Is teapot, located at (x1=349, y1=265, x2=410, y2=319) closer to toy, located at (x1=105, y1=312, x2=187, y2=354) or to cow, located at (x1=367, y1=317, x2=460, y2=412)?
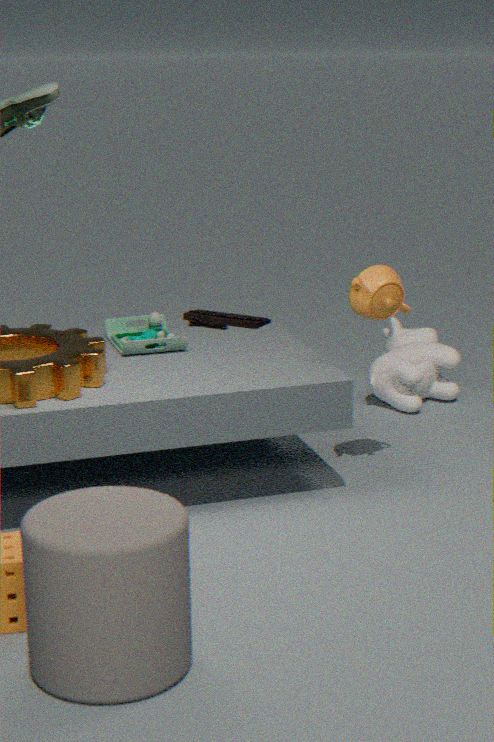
toy, located at (x1=105, y1=312, x2=187, y2=354)
